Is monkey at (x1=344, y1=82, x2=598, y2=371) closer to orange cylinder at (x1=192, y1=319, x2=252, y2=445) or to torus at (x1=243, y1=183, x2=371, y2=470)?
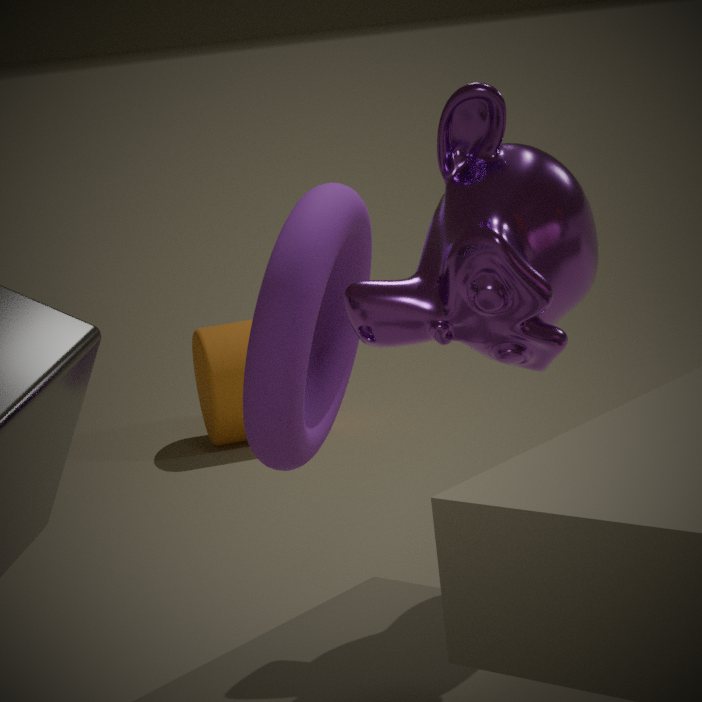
torus at (x1=243, y1=183, x2=371, y2=470)
